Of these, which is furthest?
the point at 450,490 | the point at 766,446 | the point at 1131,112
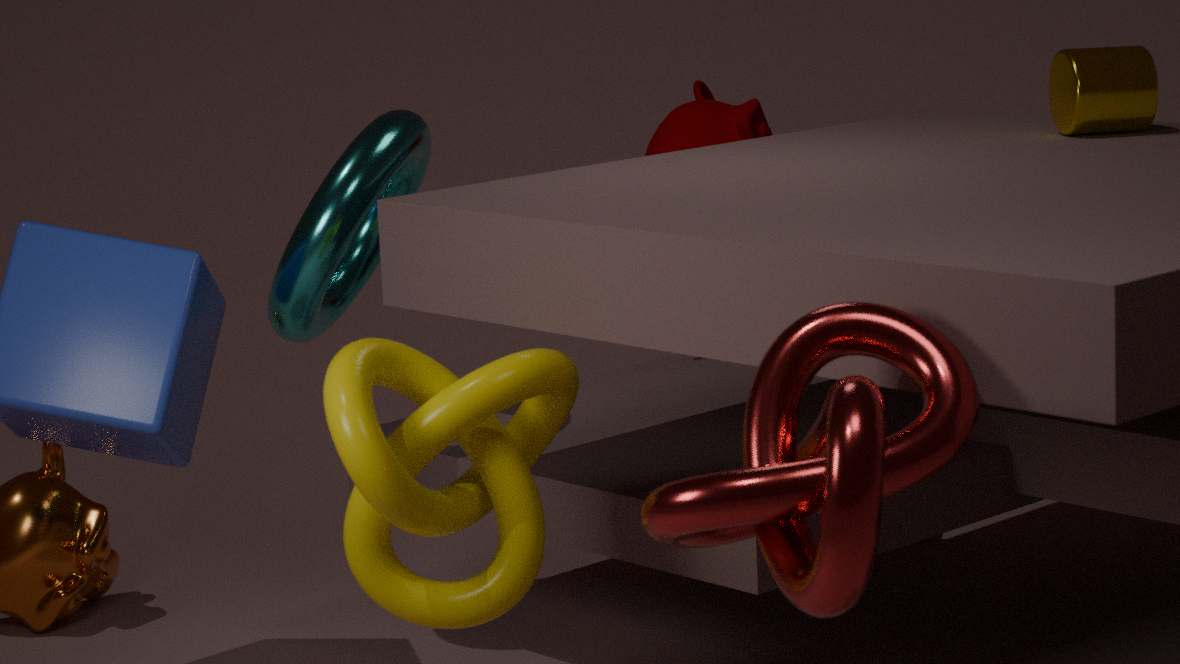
the point at 1131,112
